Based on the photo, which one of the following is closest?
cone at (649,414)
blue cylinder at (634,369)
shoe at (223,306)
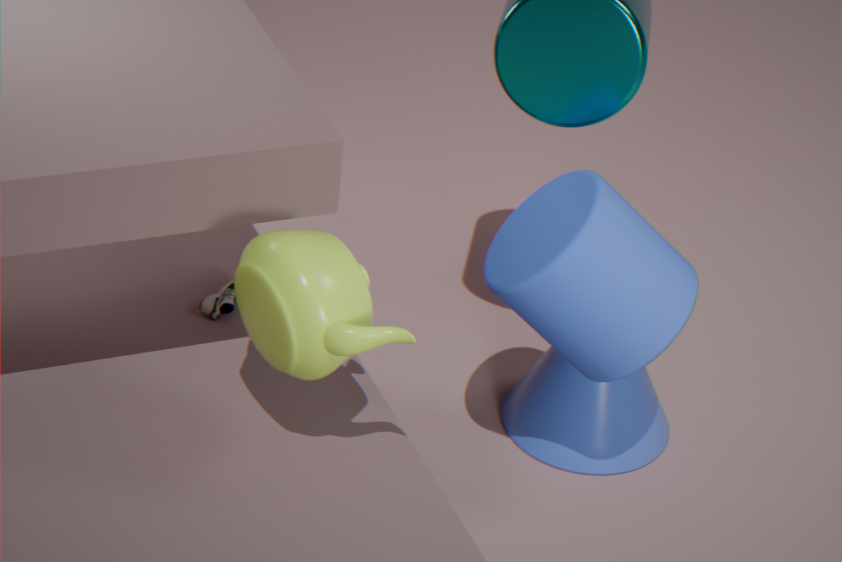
blue cylinder at (634,369)
